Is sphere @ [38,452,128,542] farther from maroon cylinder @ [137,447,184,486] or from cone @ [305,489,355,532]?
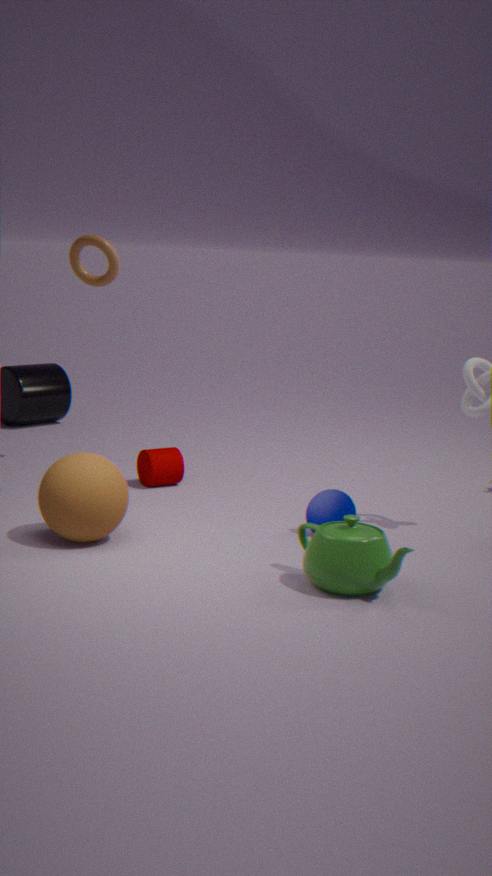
cone @ [305,489,355,532]
